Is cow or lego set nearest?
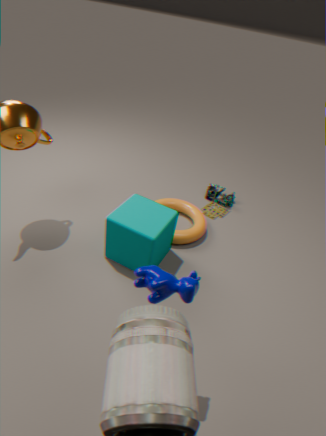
cow
